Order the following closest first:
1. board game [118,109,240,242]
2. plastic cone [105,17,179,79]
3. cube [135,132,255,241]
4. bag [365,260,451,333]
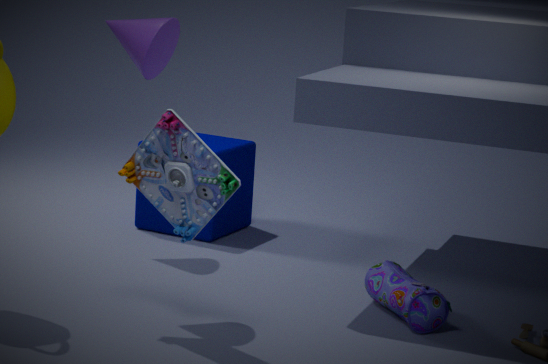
board game [118,109,240,242], plastic cone [105,17,179,79], bag [365,260,451,333], cube [135,132,255,241]
